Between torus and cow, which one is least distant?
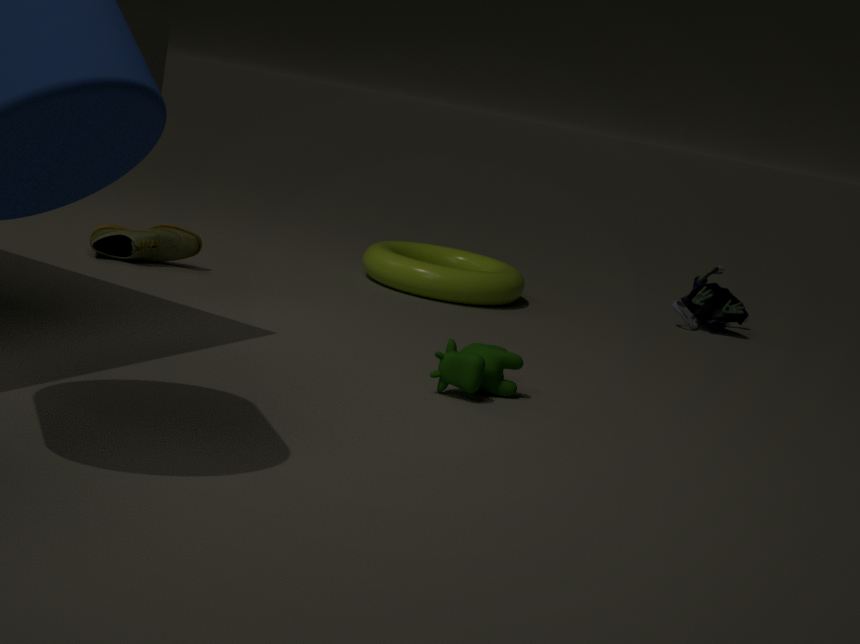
cow
